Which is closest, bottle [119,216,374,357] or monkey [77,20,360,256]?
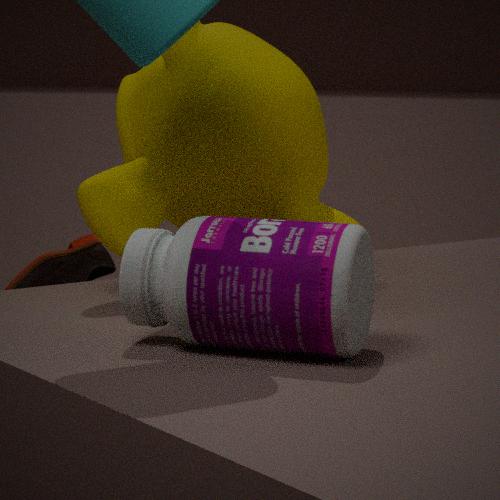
bottle [119,216,374,357]
